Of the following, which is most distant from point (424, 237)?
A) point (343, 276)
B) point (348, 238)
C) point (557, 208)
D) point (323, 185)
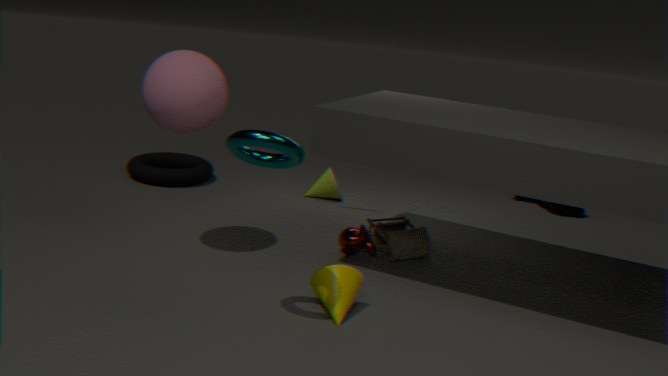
point (557, 208)
